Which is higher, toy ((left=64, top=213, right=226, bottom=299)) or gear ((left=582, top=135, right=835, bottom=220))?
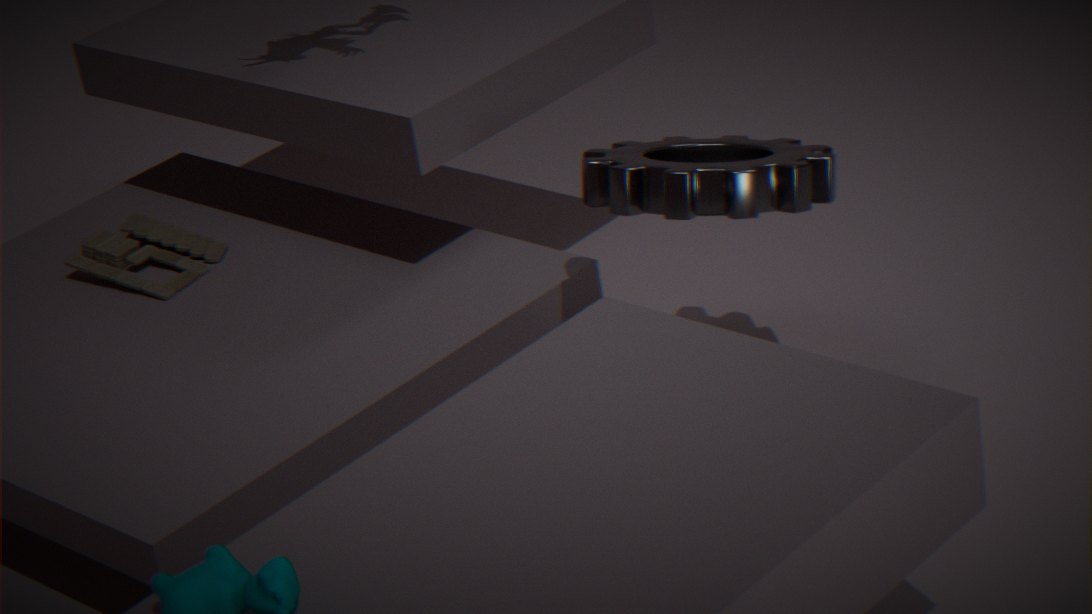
gear ((left=582, top=135, right=835, bottom=220))
